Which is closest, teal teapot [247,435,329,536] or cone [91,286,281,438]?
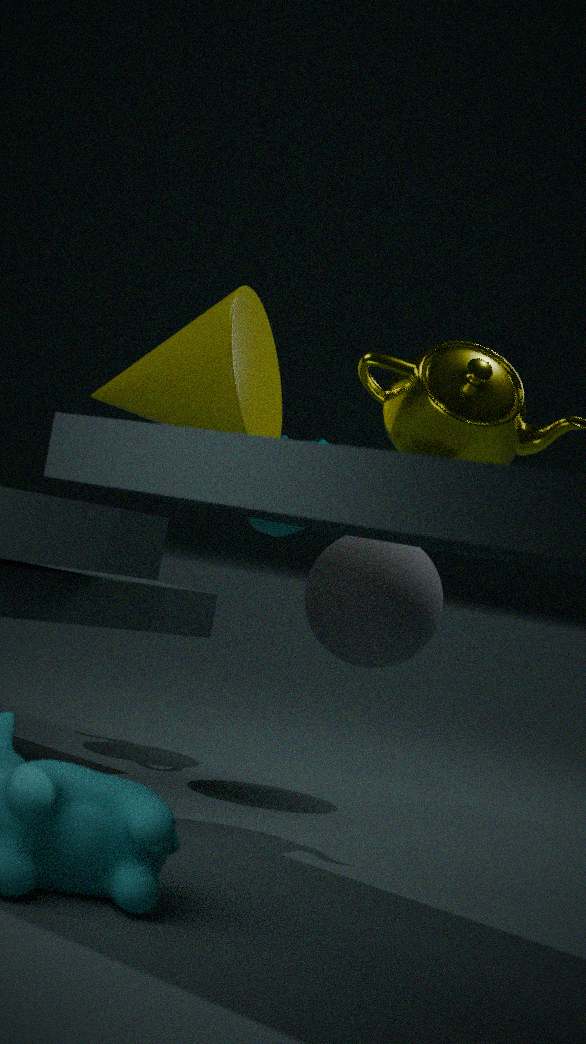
cone [91,286,281,438]
